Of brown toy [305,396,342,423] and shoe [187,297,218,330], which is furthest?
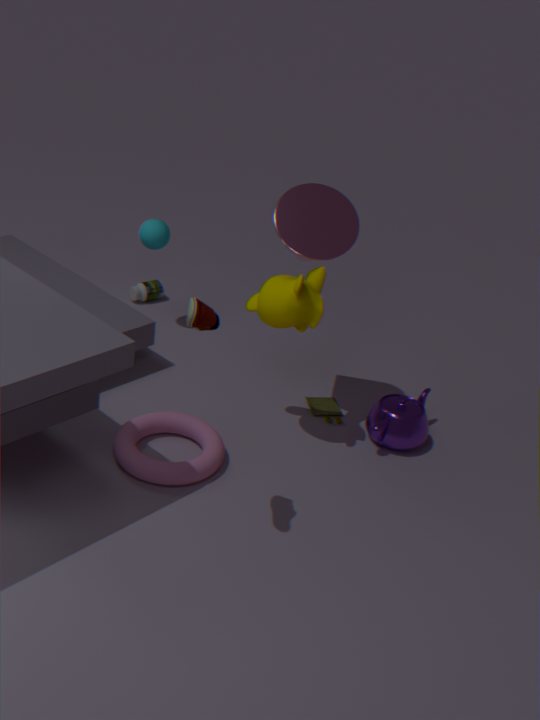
brown toy [305,396,342,423]
